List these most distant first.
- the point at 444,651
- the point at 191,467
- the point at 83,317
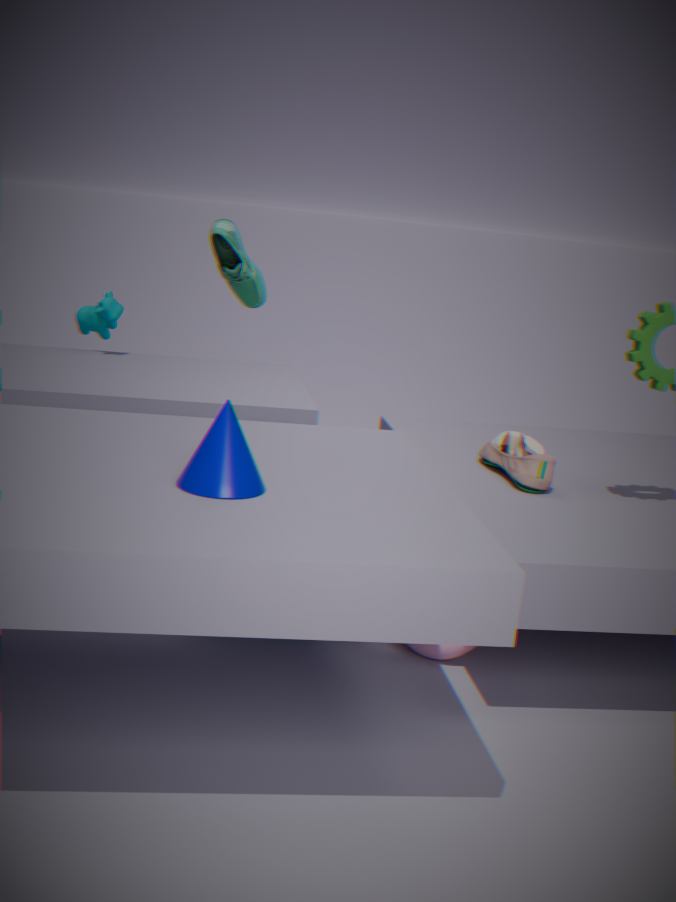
the point at 83,317
the point at 444,651
the point at 191,467
